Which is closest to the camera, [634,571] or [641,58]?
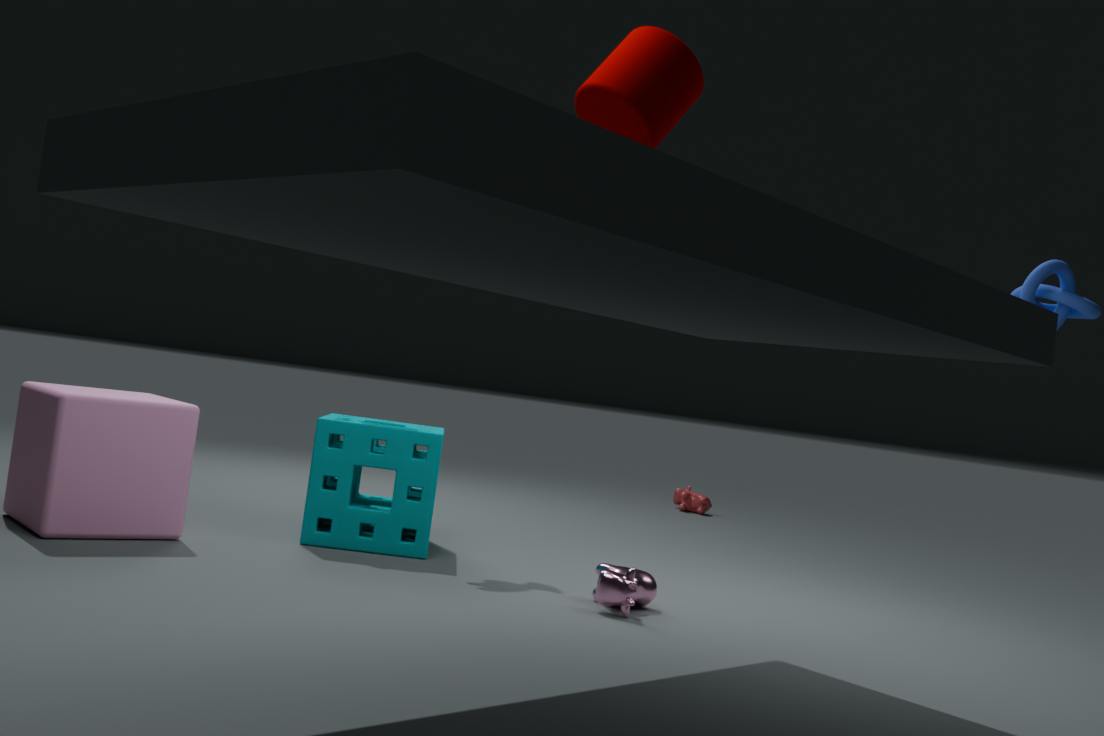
[641,58]
